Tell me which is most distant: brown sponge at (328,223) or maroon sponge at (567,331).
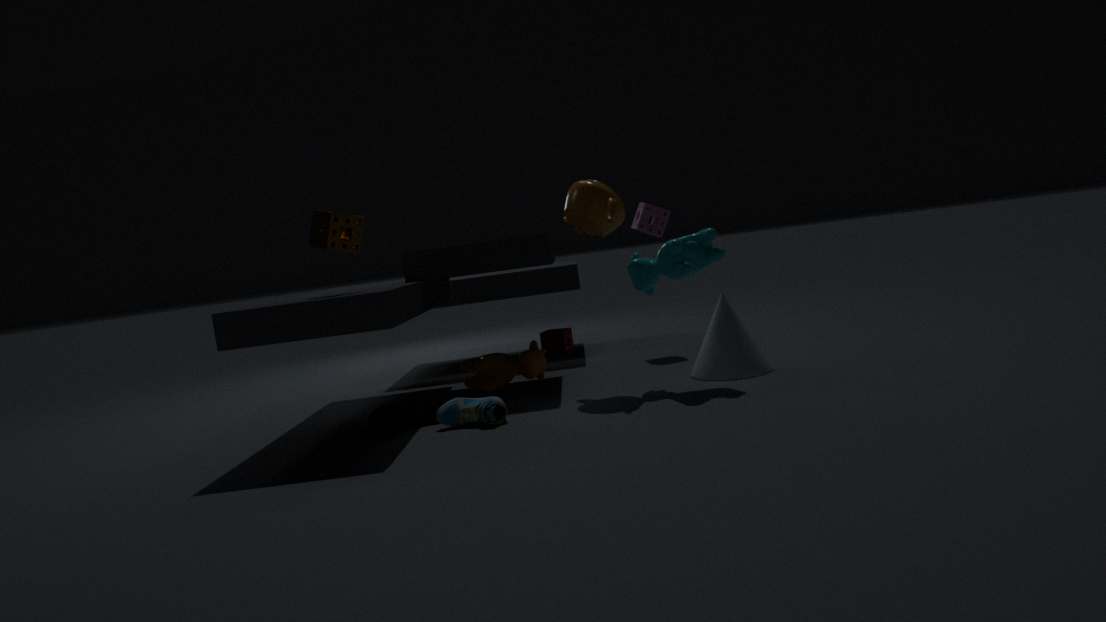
maroon sponge at (567,331)
